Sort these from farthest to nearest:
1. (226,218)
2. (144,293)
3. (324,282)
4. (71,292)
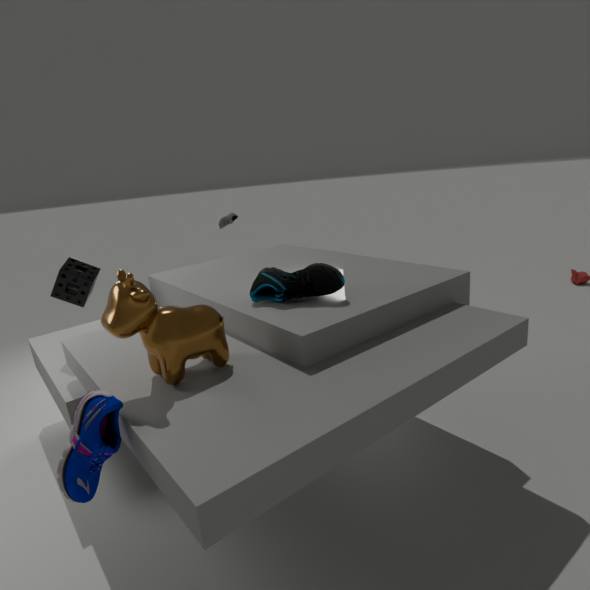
(226,218) → (71,292) → (324,282) → (144,293)
